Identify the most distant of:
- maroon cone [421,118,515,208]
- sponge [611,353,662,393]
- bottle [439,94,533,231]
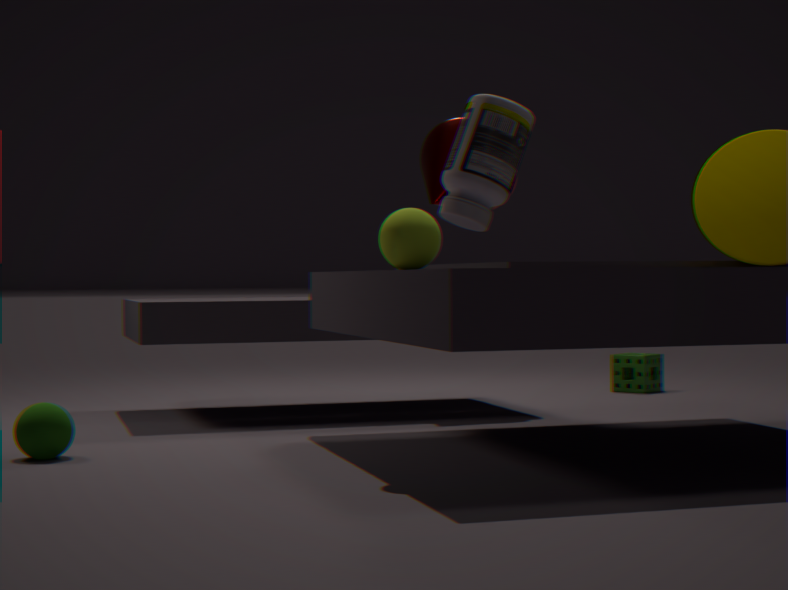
→ sponge [611,353,662,393]
